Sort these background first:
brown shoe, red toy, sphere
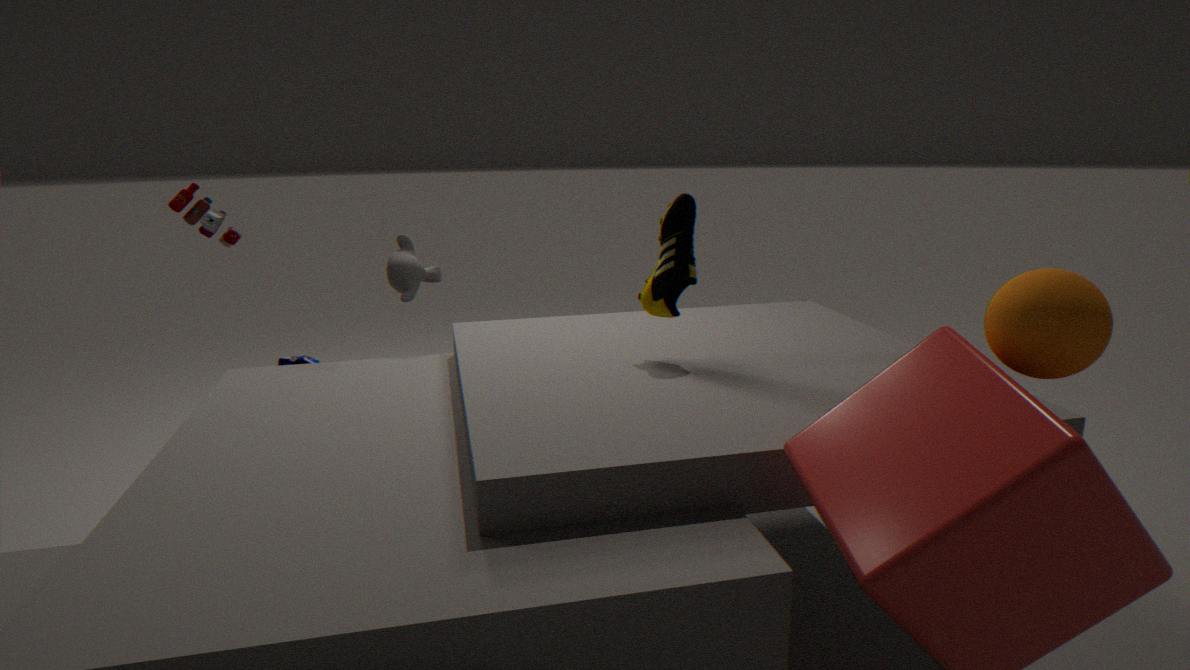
red toy → brown shoe → sphere
